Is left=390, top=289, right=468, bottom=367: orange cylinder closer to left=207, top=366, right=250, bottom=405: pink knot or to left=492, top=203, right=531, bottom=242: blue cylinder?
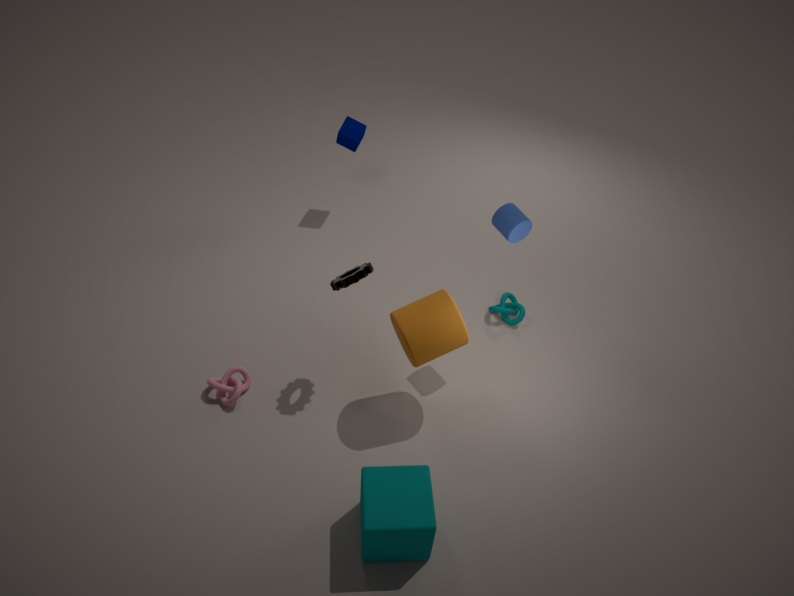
left=492, top=203, right=531, bottom=242: blue cylinder
